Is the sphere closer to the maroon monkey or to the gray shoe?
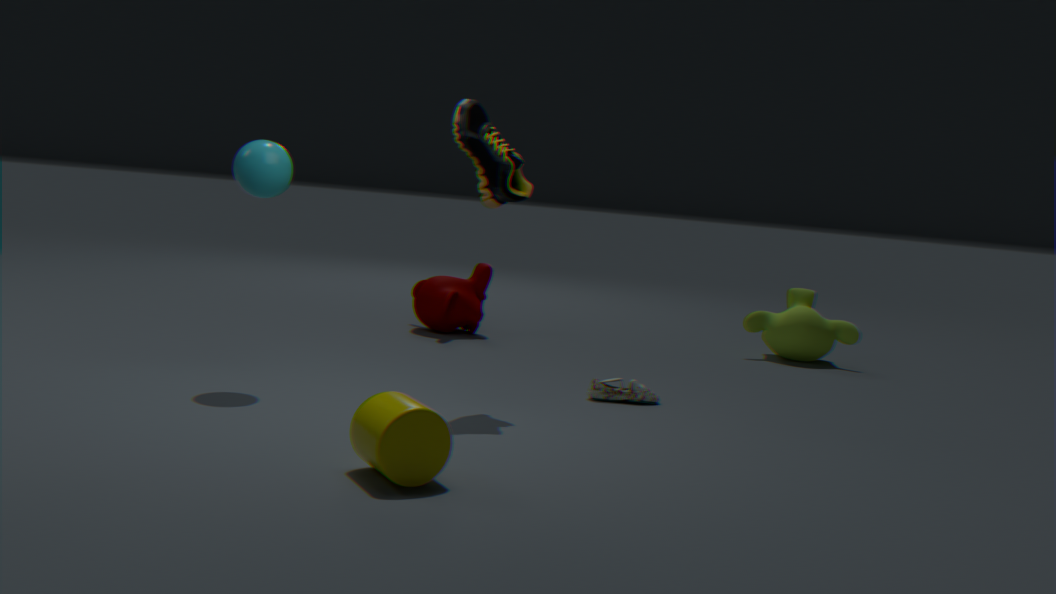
the gray shoe
